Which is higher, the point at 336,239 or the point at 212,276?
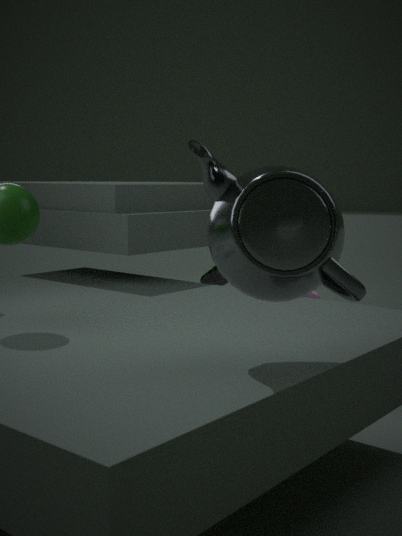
the point at 336,239
